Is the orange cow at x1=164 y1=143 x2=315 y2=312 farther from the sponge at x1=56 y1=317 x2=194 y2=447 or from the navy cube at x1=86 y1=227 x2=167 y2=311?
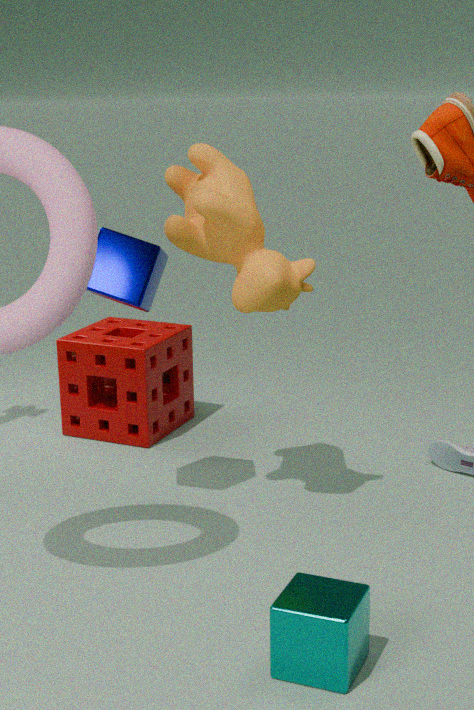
the sponge at x1=56 y1=317 x2=194 y2=447
